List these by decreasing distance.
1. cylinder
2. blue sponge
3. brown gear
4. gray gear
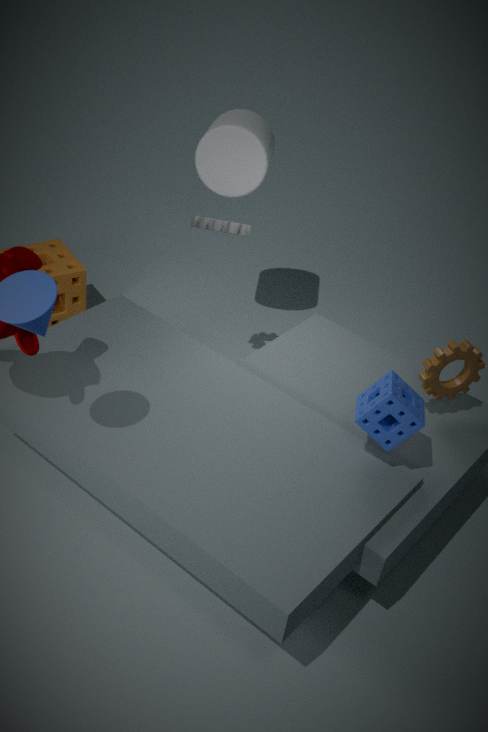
cylinder < gray gear < brown gear < blue sponge
